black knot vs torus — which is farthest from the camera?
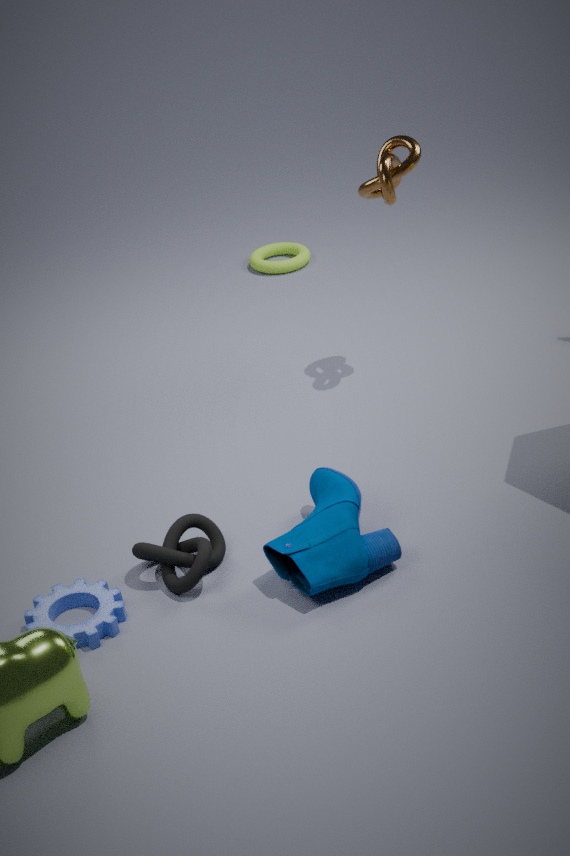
torus
